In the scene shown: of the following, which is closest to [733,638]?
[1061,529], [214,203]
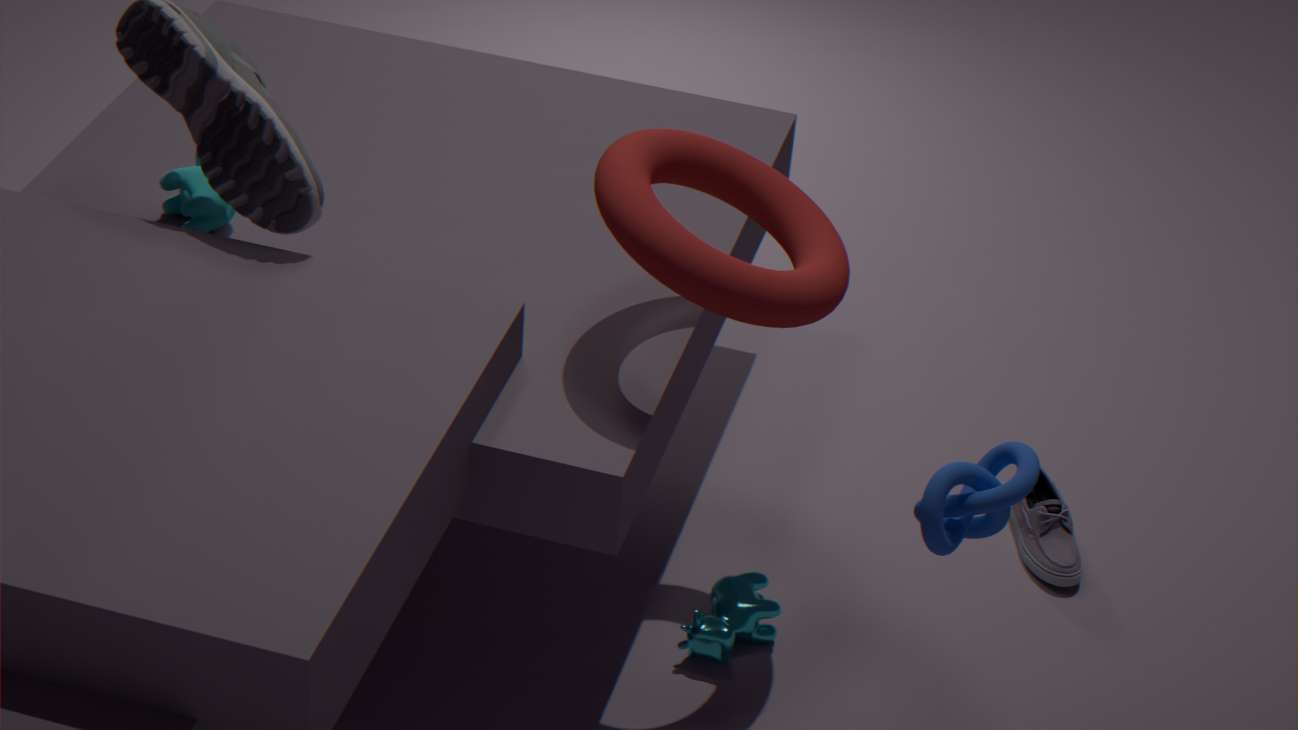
[1061,529]
